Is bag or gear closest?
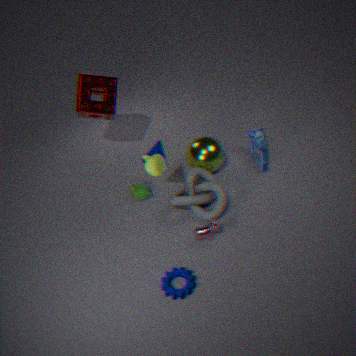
gear
